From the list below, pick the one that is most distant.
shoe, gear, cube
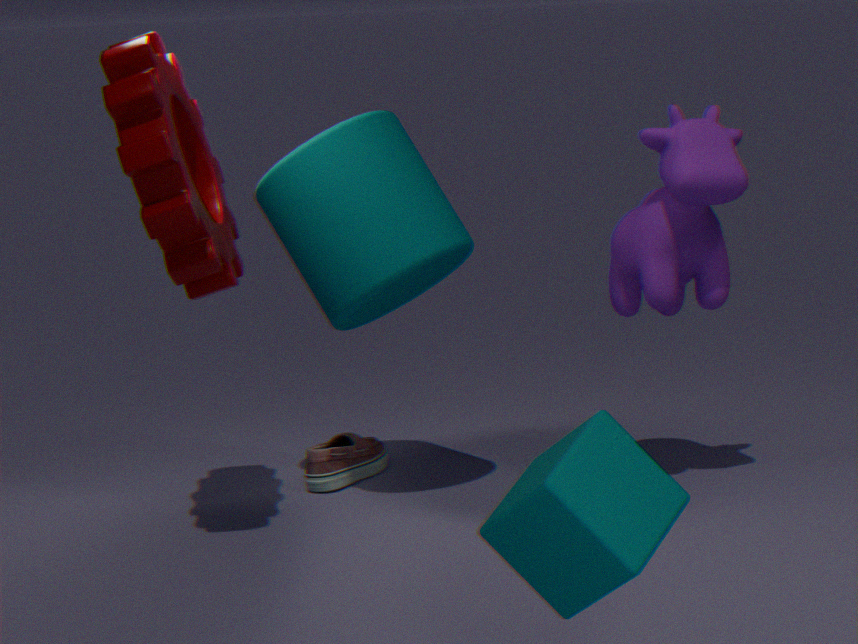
shoe
